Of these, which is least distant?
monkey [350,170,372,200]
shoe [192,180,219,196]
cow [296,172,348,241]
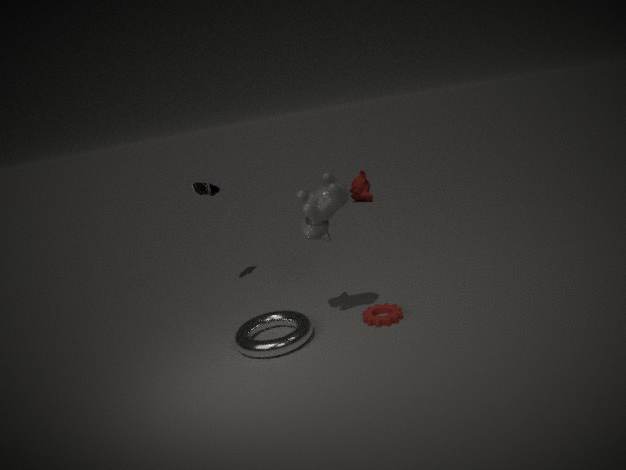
cow [296,172,348,241]
